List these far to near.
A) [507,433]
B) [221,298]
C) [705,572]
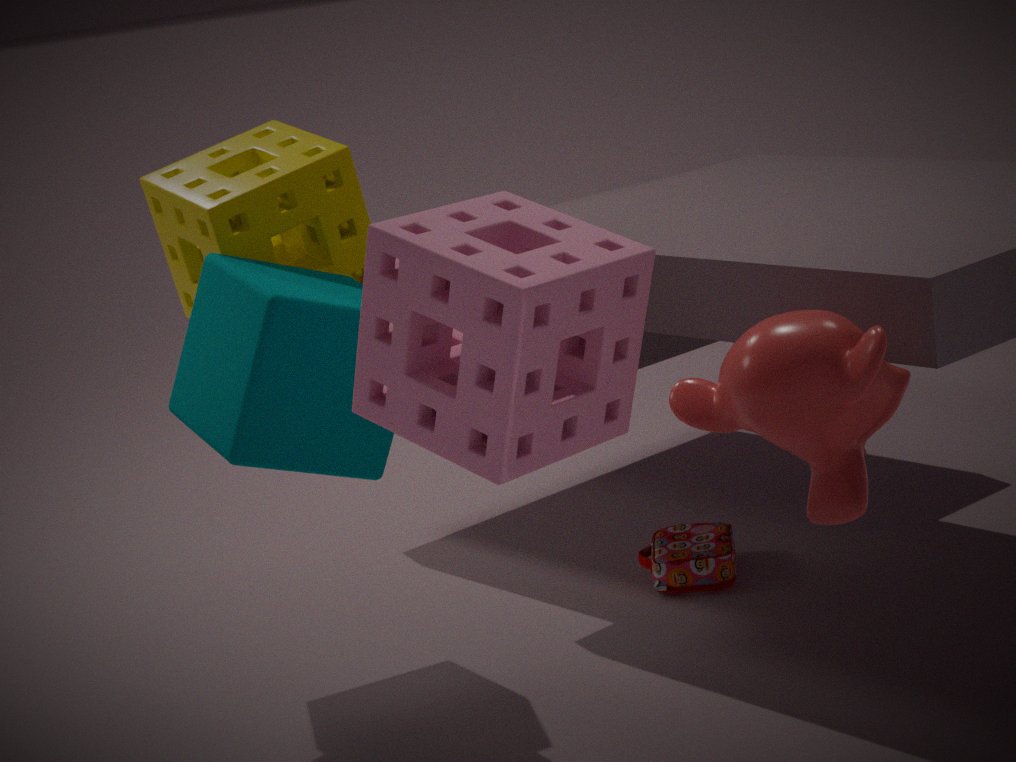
1. [705,572]
2. [221,298]
3. [507,433]
